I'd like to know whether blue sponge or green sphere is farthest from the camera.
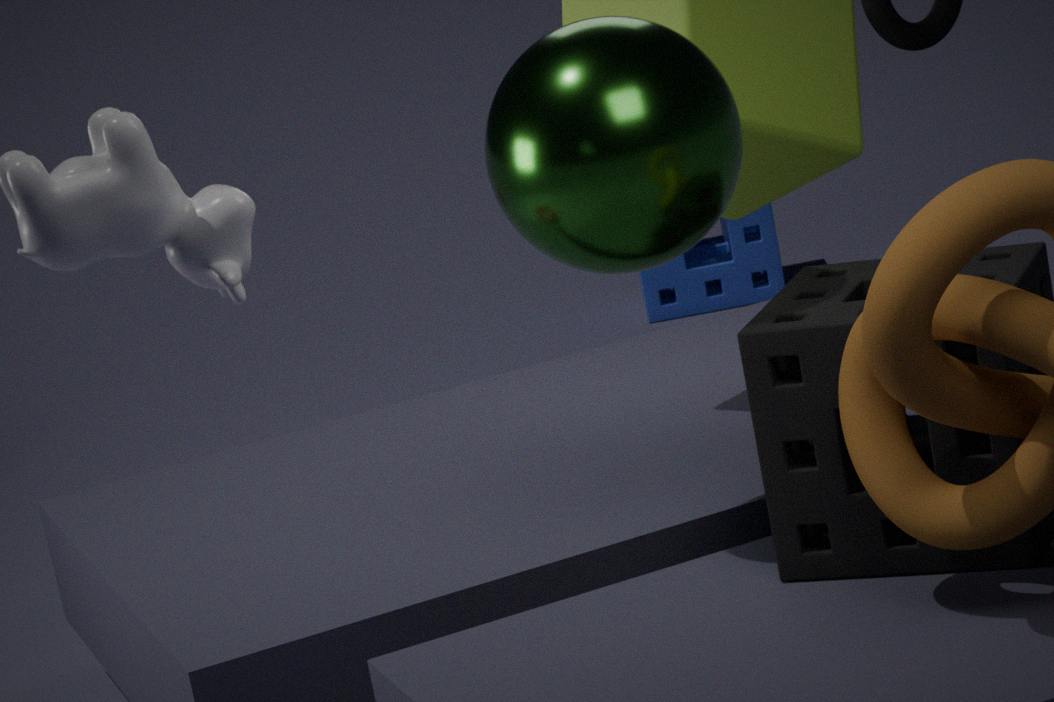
blue sponge
